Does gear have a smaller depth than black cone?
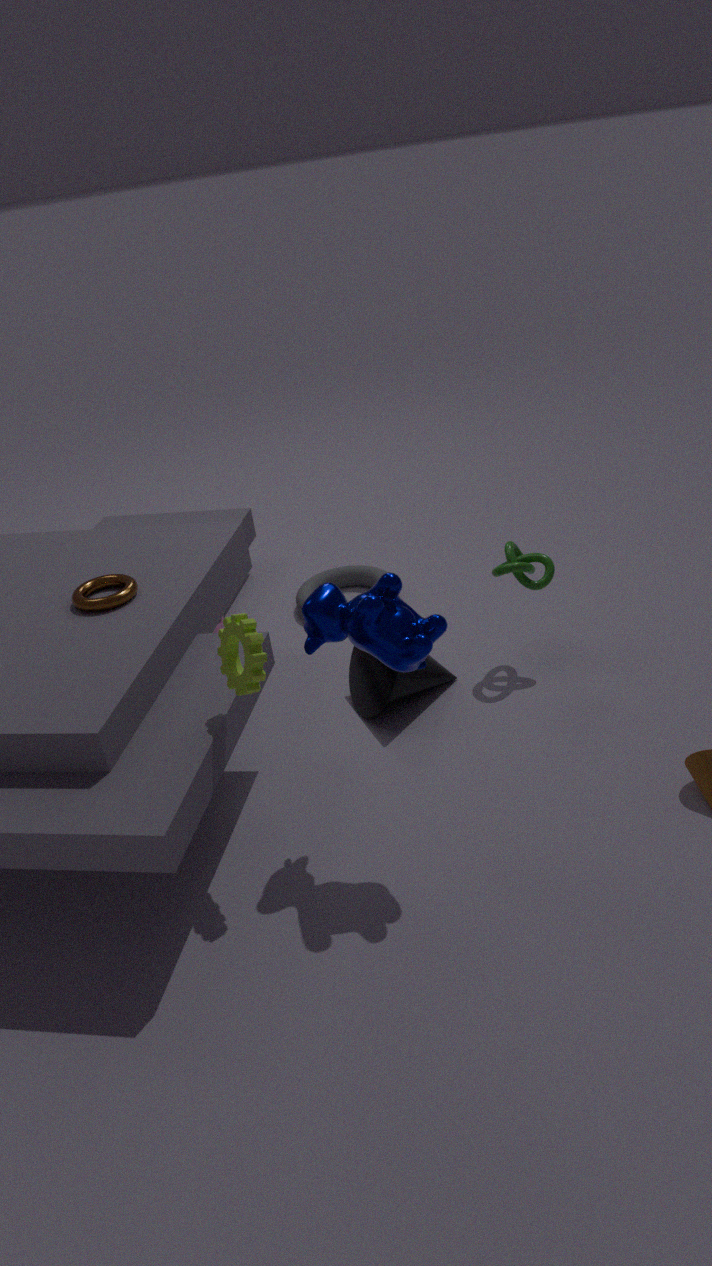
Yes
